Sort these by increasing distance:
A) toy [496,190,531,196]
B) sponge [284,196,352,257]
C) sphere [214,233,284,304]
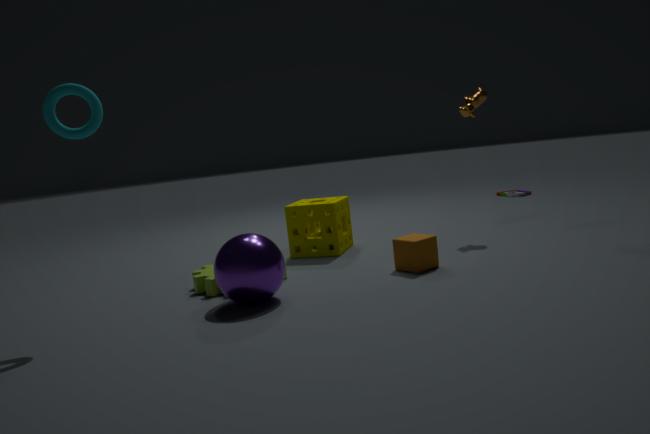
sphere [214,233,284,304] → sponge [284,196,352,257] → toy [496,190,531,196]
